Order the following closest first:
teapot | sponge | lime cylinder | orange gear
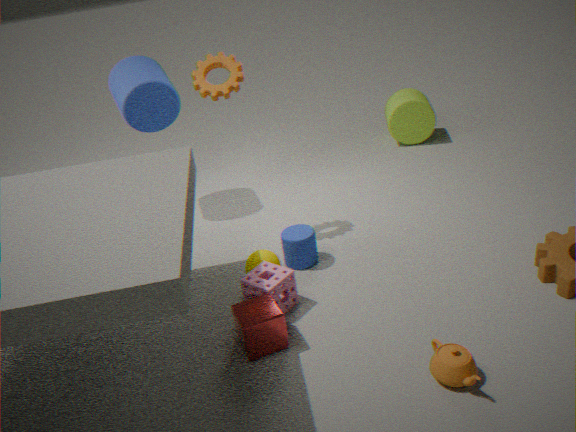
teapot, sponge, orange gear, lime cylinder
